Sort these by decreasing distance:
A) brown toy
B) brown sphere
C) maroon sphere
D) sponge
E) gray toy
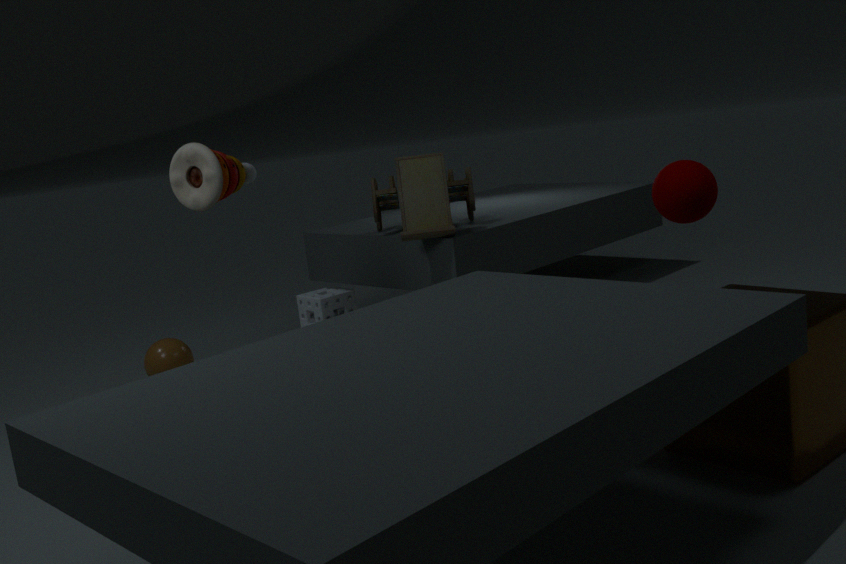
1. sponge
2. brown toy
3. brown sphere
4. gray toy
5. maroon sphere
